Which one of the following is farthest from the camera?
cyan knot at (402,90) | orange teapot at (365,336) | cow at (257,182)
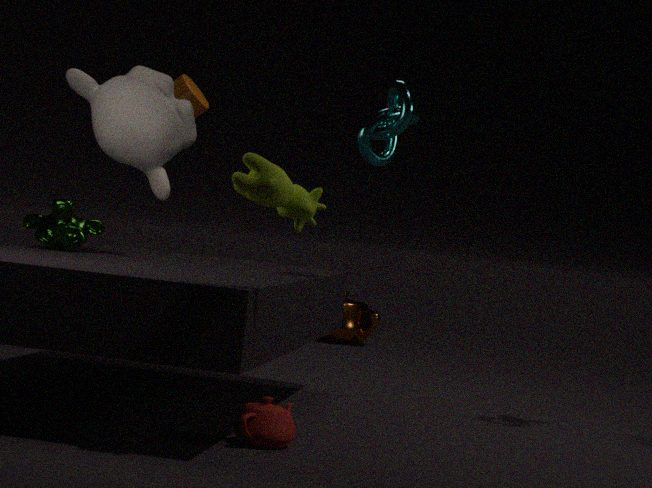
orange teapot at (365,336)
